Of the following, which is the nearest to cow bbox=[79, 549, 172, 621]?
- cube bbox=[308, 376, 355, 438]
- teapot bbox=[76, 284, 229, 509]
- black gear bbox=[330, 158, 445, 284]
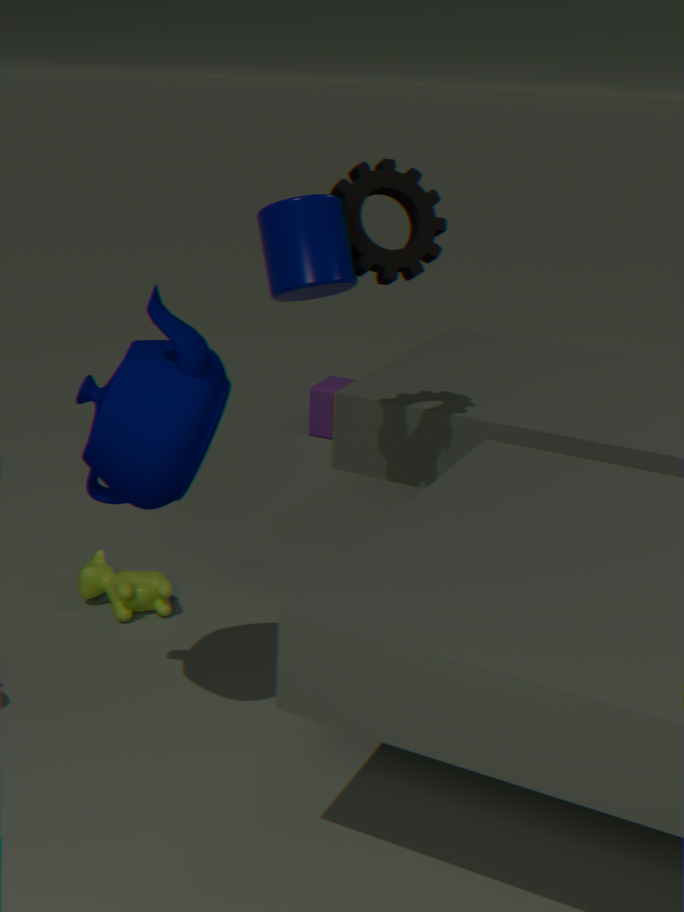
teapot bbox=[76, 284, 229, 509]
